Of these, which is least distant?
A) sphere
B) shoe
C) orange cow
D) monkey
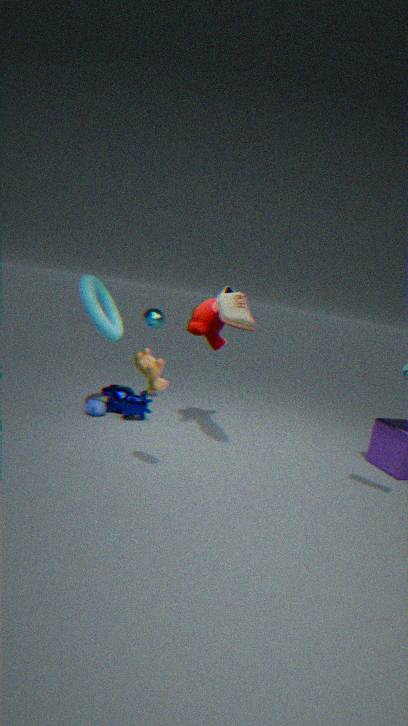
orange cow
